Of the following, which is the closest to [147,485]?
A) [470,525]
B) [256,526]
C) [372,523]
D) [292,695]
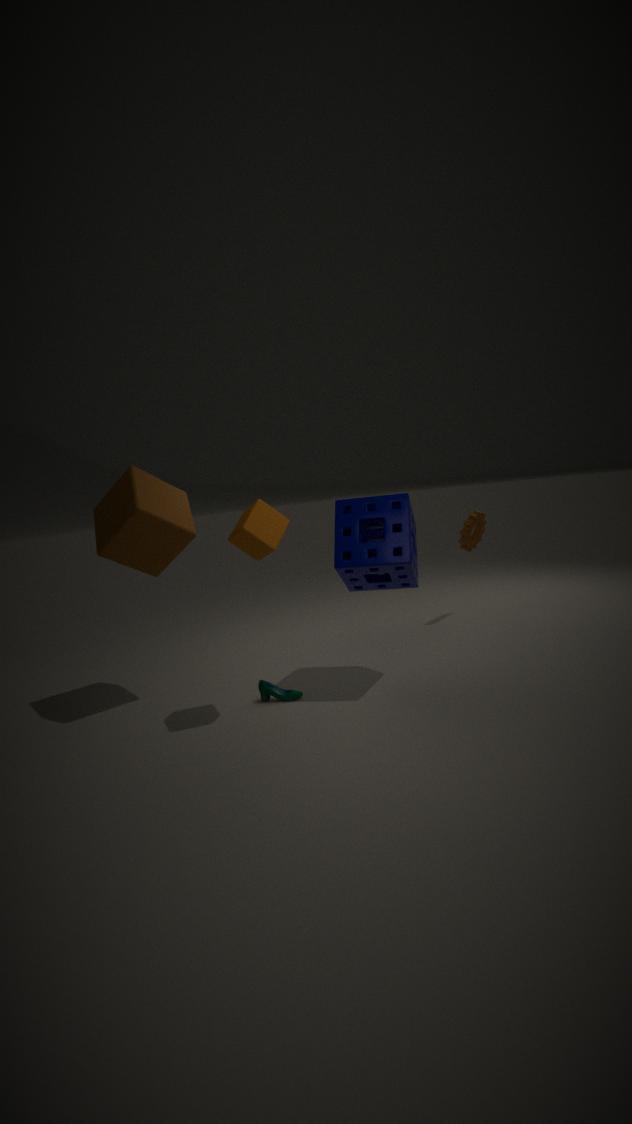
[256,526]
